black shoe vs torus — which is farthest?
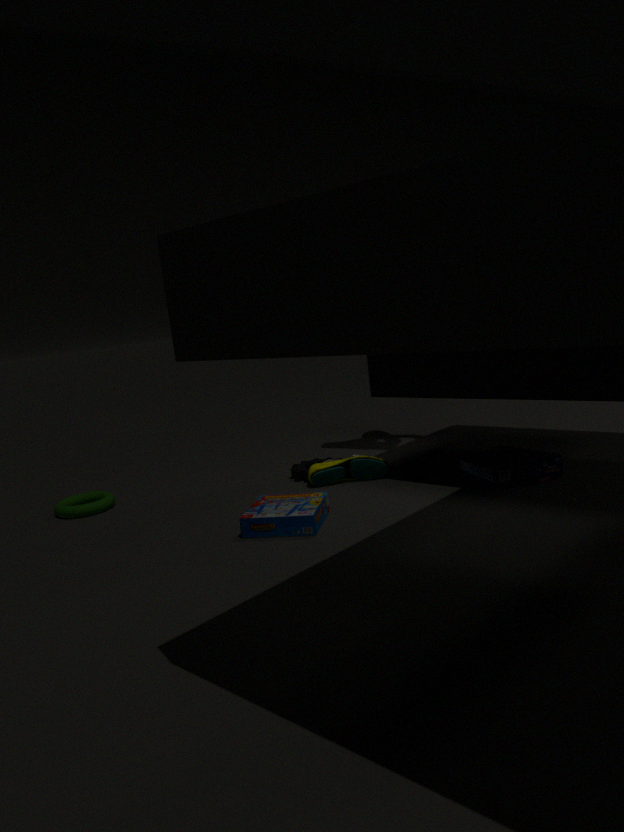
torus
